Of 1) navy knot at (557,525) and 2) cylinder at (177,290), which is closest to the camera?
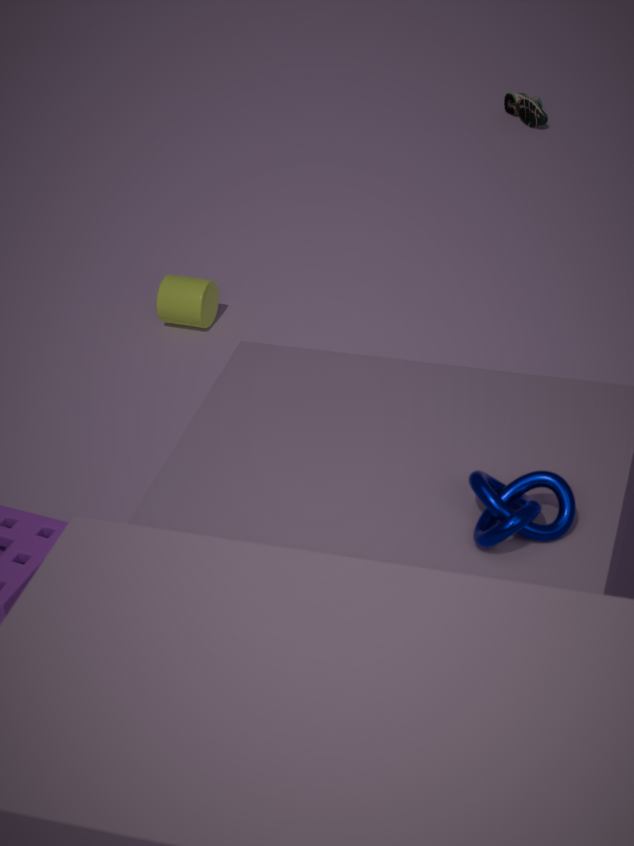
1. navy knot at (557,525)
